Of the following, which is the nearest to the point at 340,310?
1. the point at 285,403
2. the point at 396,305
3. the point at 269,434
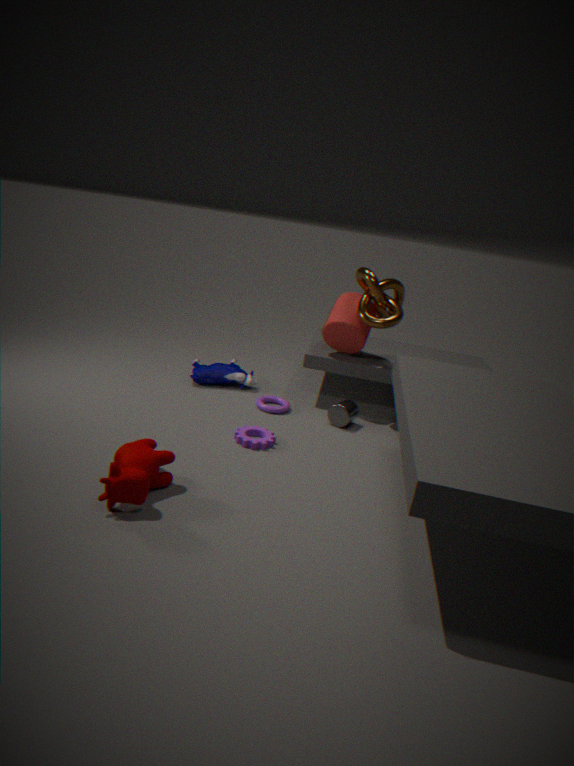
the point at 396,305
